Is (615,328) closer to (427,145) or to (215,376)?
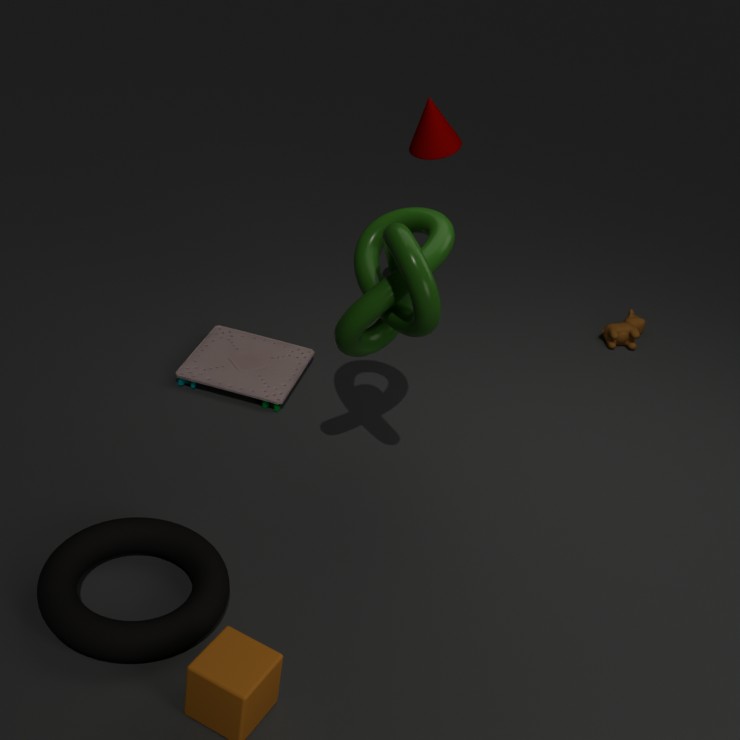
(427,145)
